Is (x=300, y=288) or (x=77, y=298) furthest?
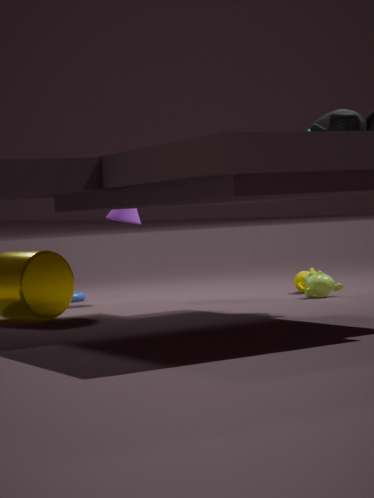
(x=77, y=298)
